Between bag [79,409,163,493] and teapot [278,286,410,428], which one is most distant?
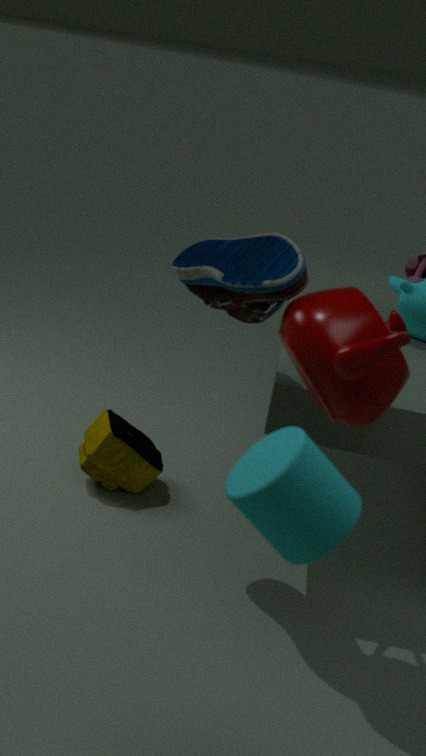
bag [79,409,163,493]
